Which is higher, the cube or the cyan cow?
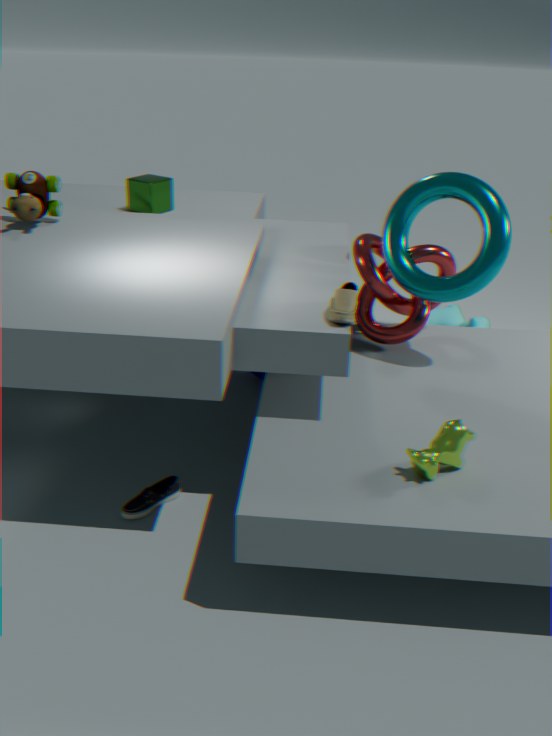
the cube
